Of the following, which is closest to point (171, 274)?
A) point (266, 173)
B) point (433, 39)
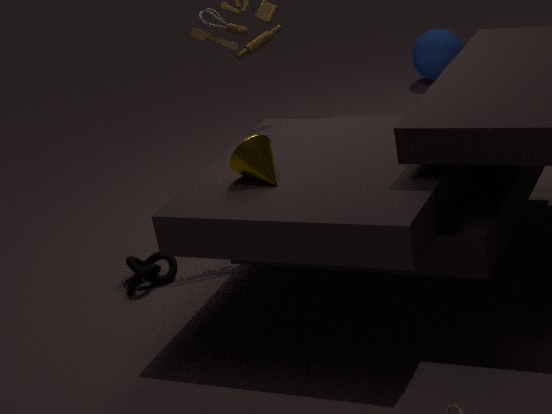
point (266, 173)
